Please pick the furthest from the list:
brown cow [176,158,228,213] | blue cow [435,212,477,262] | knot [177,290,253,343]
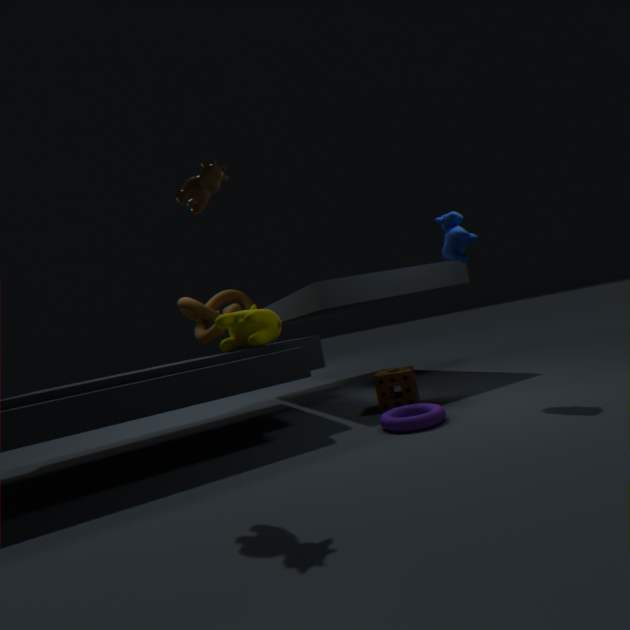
knot [177,290,253,343]
